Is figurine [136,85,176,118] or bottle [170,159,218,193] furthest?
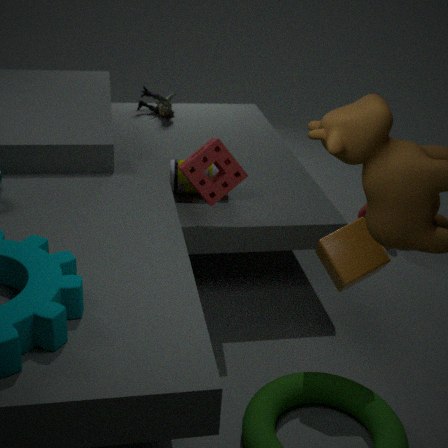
figurine [136,85,176,118]
